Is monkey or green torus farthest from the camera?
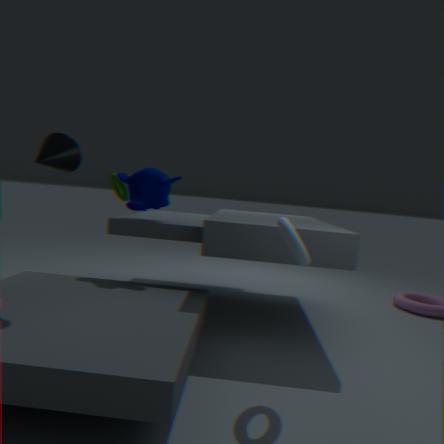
green torus
